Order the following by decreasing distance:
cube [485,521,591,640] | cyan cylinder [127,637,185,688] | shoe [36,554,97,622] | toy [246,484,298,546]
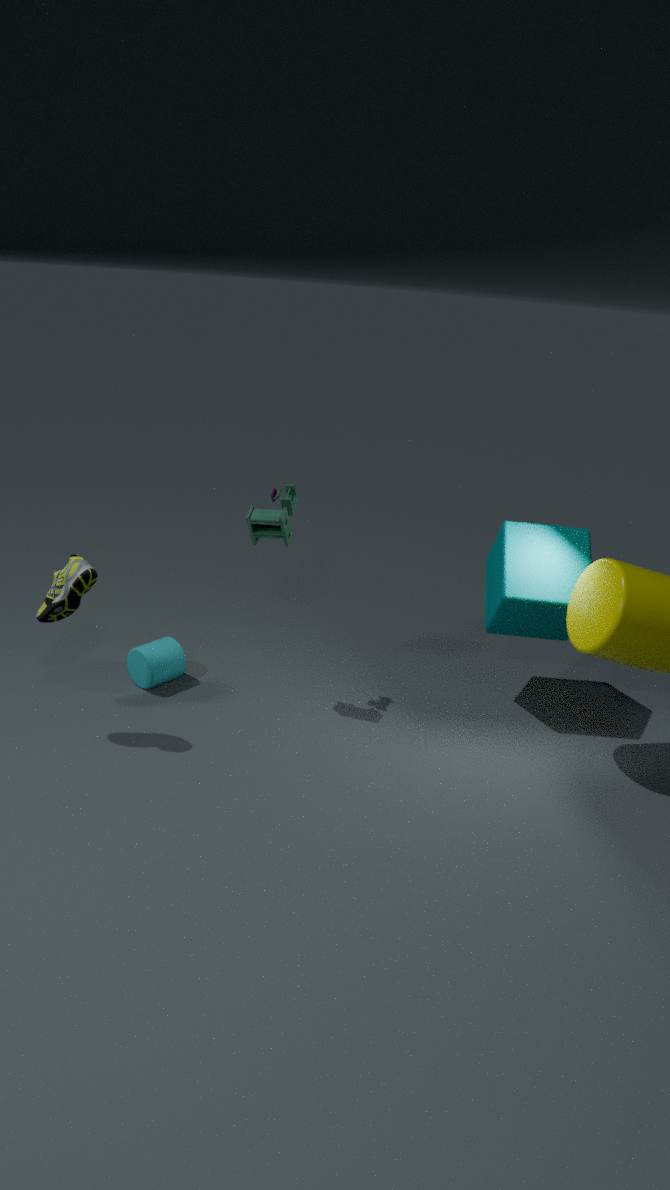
cyan cylinder [127,637,185,688] < cube [485,521,591,640] < toy [246,484,298,546] < shoe [36,554,97,622]
